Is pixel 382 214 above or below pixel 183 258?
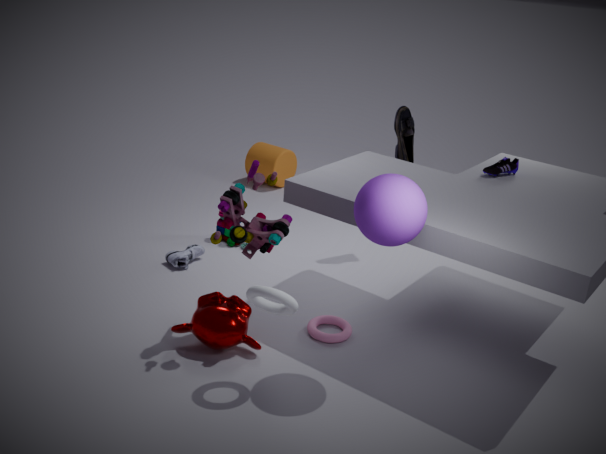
above
